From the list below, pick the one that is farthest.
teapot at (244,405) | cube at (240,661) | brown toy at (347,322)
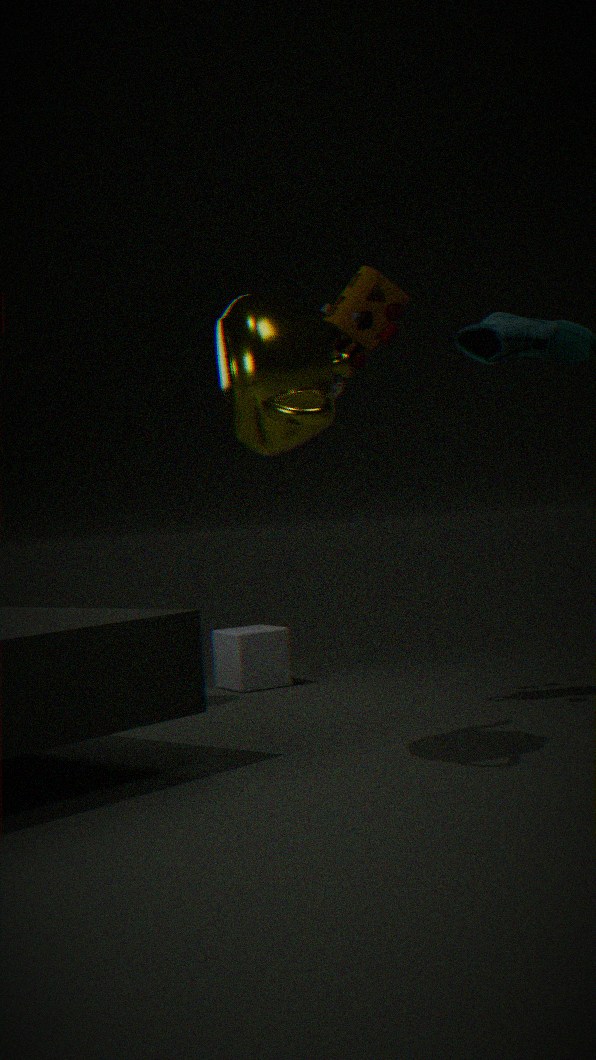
cube at (240,661)
